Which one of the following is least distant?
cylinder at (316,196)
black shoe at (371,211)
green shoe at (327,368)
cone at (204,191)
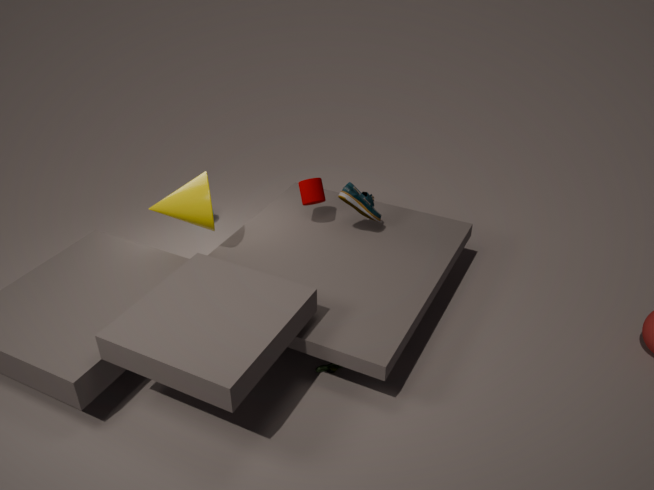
green shoe at (327,368)
